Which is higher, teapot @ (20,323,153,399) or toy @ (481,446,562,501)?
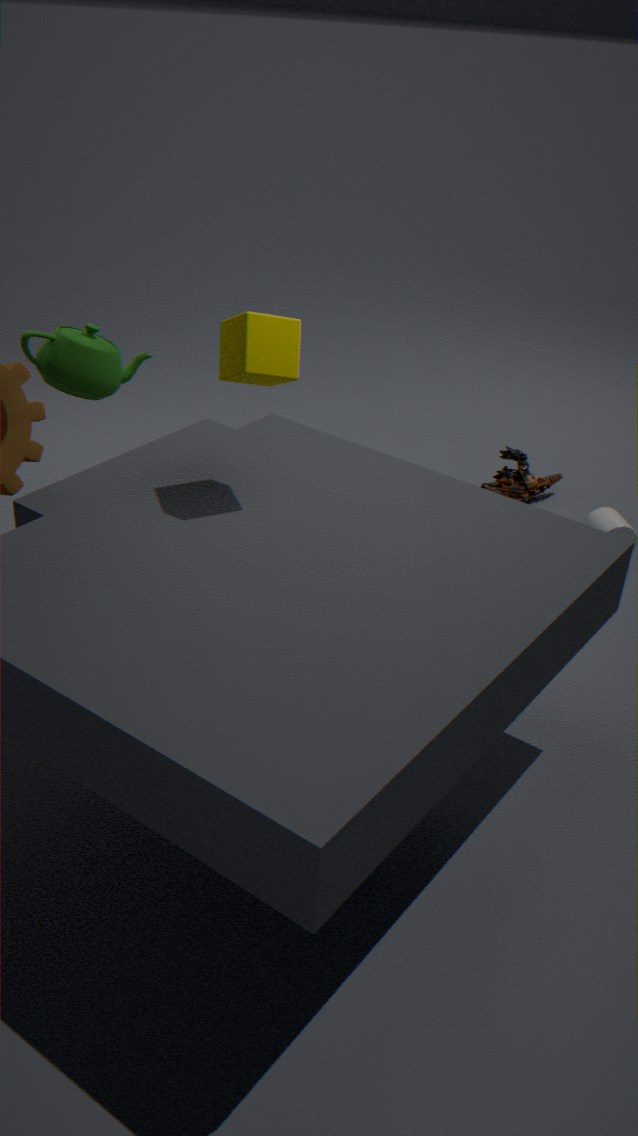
teapot @ (20,323,153,399)
